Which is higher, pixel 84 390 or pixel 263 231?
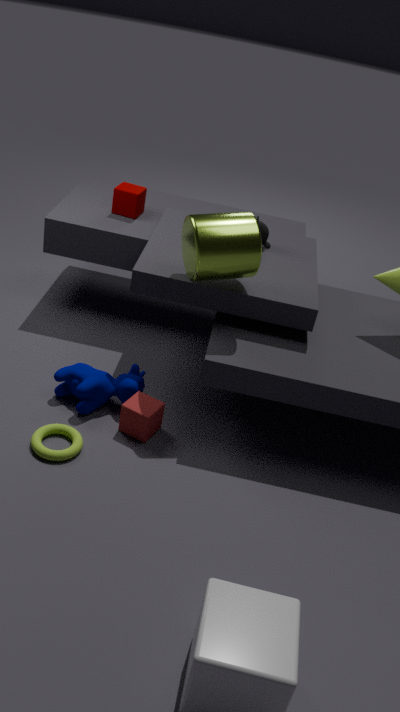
pixel 263 231
